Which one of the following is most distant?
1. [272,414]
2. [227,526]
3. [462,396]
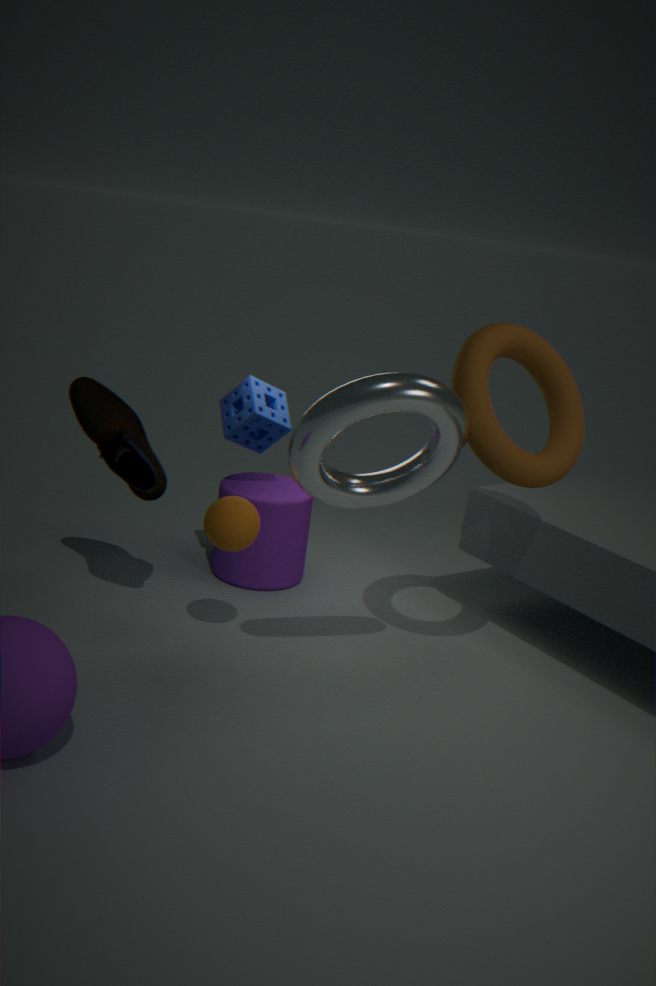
[272,414]
